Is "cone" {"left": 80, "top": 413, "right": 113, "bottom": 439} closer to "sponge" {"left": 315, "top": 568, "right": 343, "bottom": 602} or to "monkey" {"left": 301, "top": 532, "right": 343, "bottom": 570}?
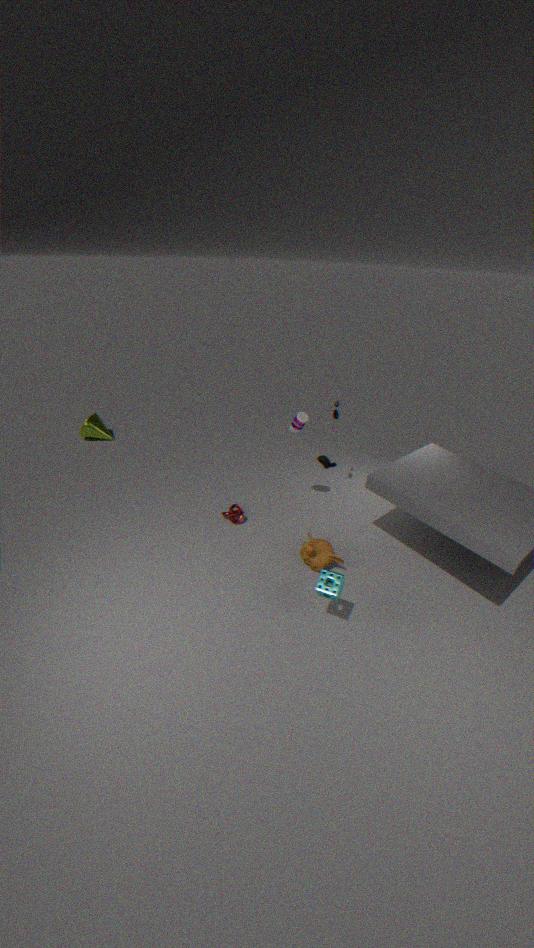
"monkey" {"left": 301, "top": 532, "right": 343, "bottom": 570}
